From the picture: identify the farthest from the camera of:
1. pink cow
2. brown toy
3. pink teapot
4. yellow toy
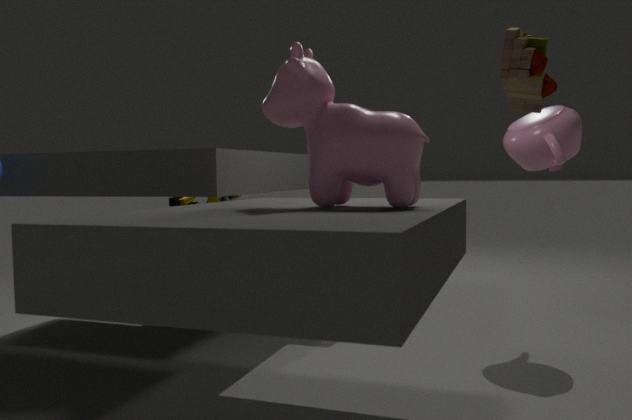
yellow toy
